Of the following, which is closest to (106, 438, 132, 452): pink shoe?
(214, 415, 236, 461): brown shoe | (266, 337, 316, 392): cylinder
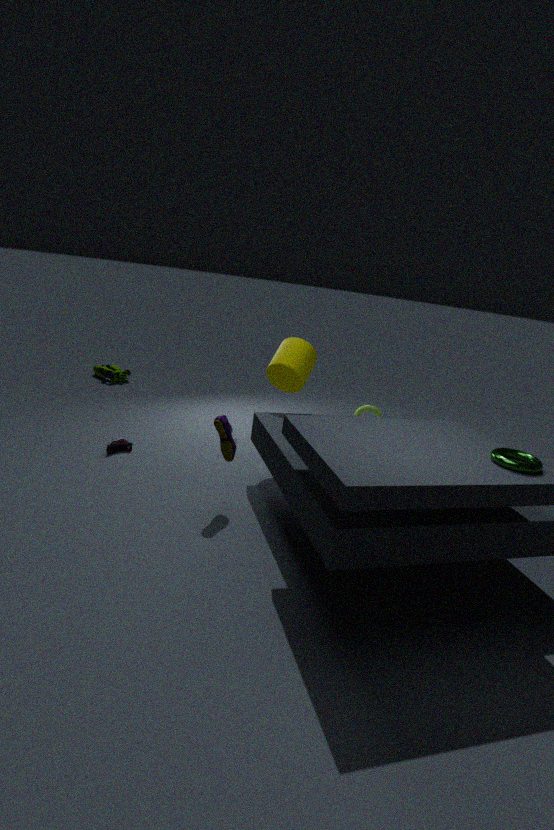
(214, 415, 236, 461): brown shoe
